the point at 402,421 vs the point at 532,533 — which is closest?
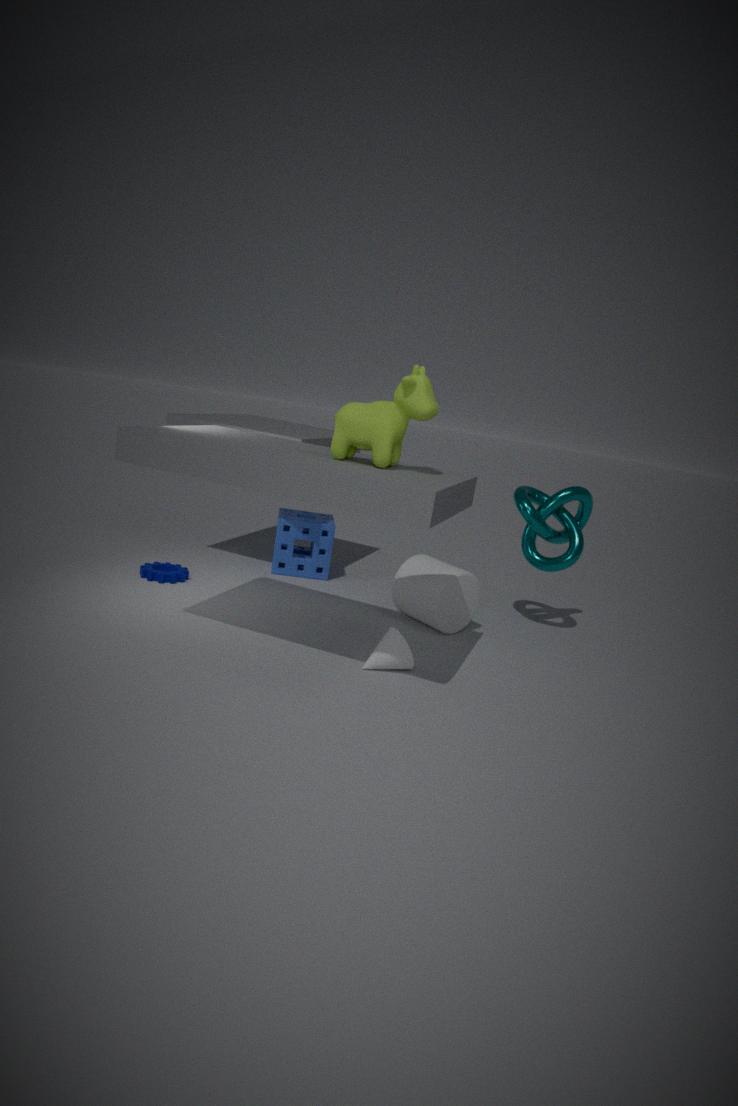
the point at 402,421
